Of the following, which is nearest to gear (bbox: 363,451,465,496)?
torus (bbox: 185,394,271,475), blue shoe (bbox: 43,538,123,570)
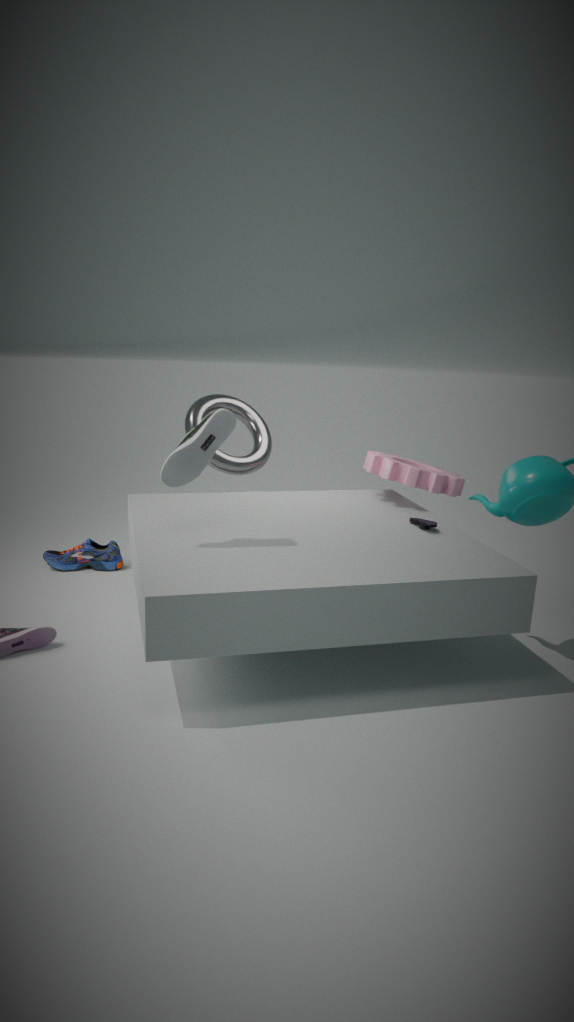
torus (bbox: 185,394,271,475)
